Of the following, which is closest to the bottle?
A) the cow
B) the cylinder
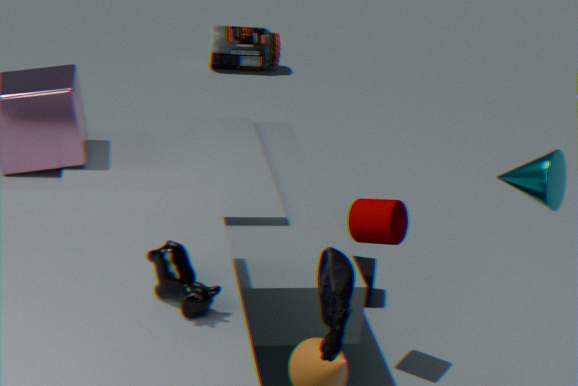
the cylinder
